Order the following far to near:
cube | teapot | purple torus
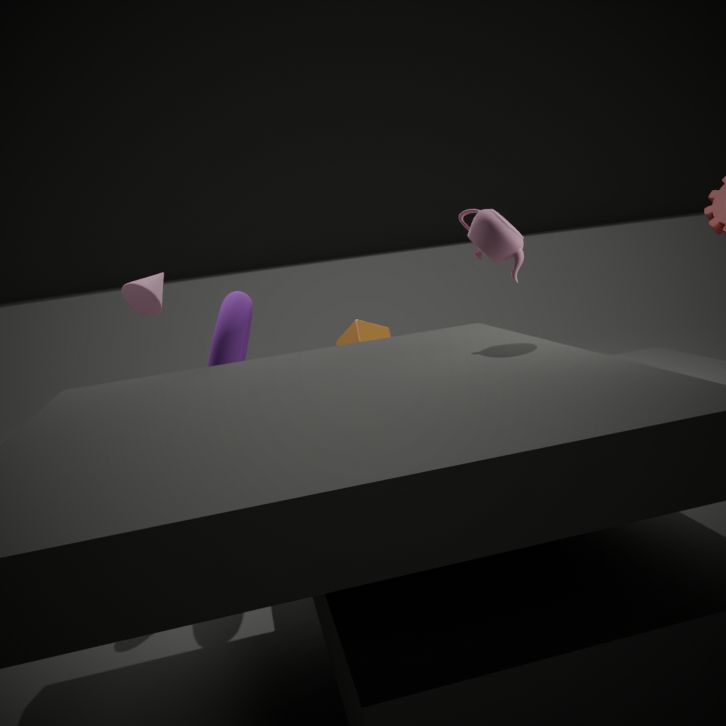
1. cube
2. purple torus
3. teapot
